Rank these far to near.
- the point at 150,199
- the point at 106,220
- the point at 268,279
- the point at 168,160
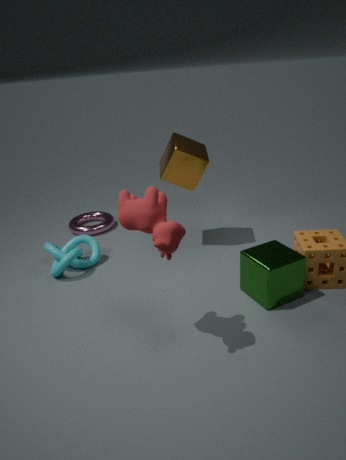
the point at 106,220, the point at 168,160, the point at 268,279, the point at 150,199
